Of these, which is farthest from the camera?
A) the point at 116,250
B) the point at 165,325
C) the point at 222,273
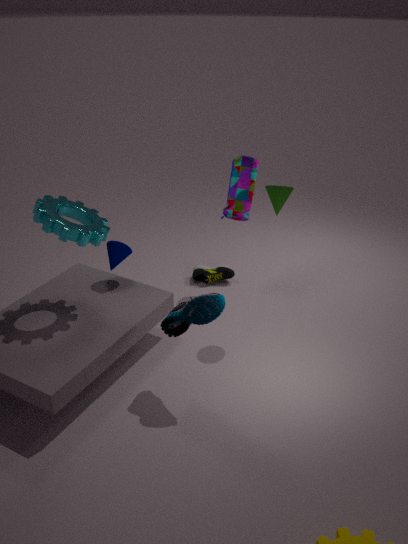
the point at 222,273
